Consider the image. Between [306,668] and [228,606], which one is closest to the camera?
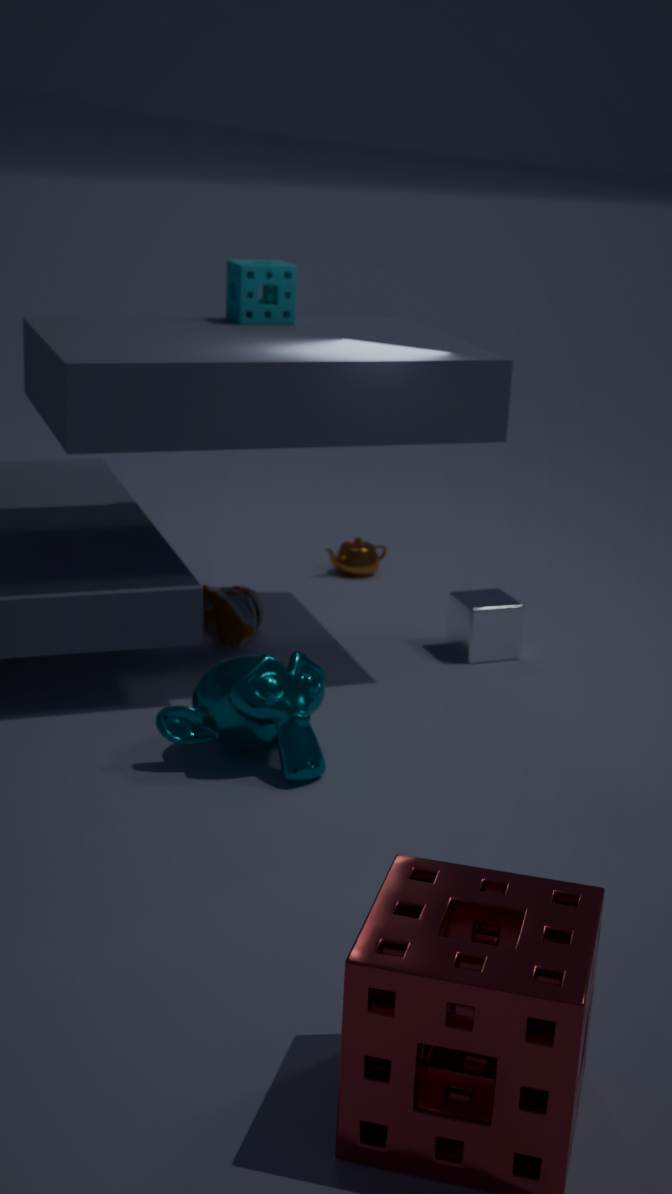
[306,668]
